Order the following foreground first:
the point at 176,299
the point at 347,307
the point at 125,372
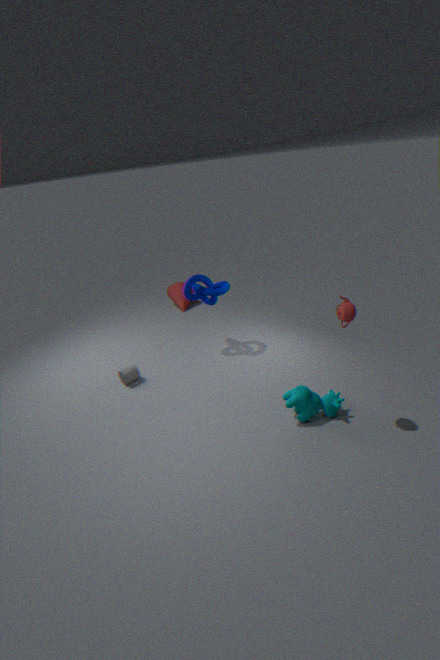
the point at 347,307 < the point at 125,372 < the point at 176,299
